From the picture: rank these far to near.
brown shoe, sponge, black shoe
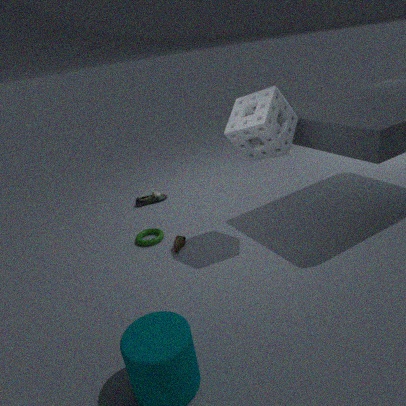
black shoe, brown shoe, sponge
